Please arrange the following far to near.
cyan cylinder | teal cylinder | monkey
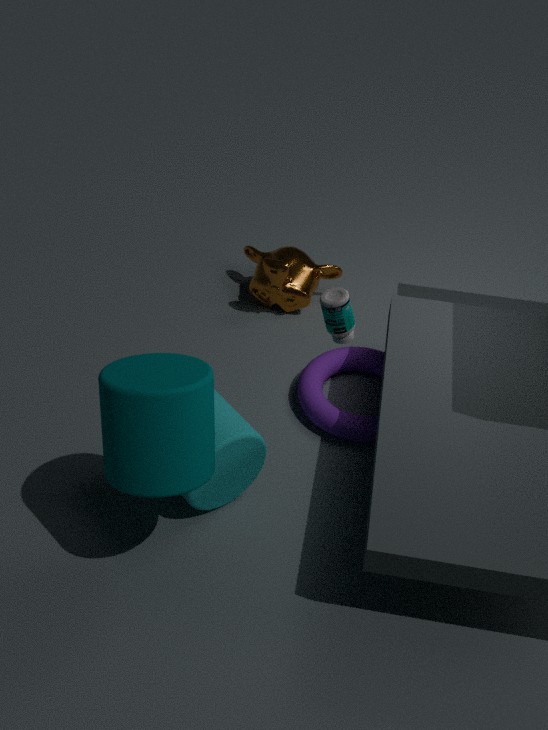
1. monkey
2. cyan cylinder
3. teal cylinder
